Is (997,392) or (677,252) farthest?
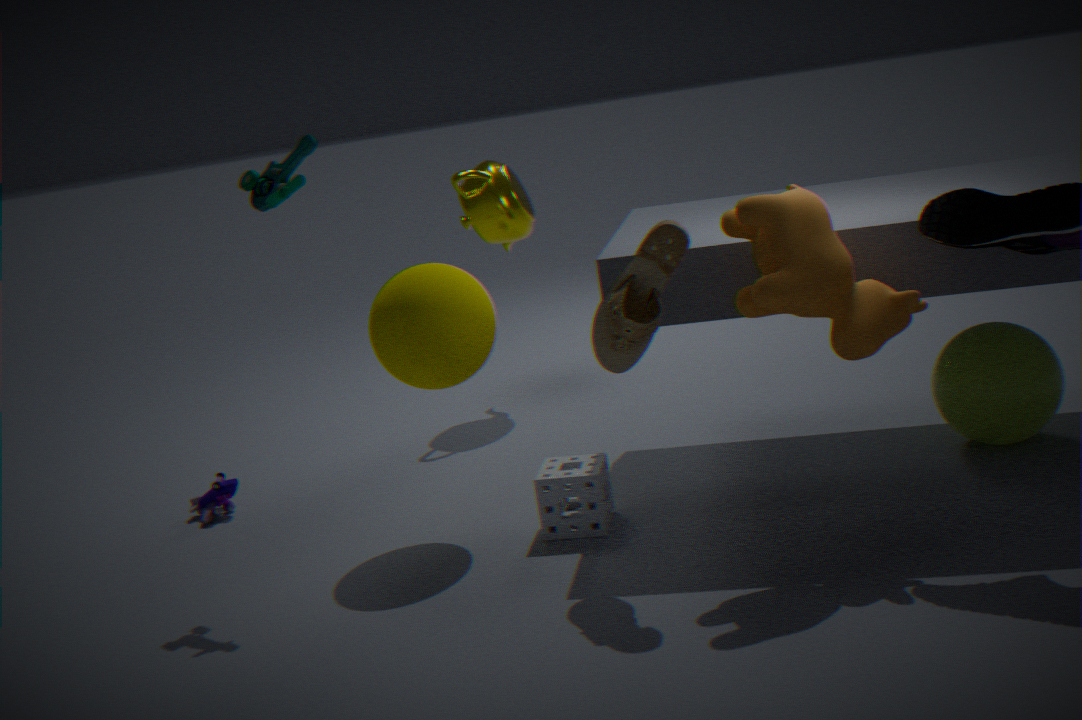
(997,392)
